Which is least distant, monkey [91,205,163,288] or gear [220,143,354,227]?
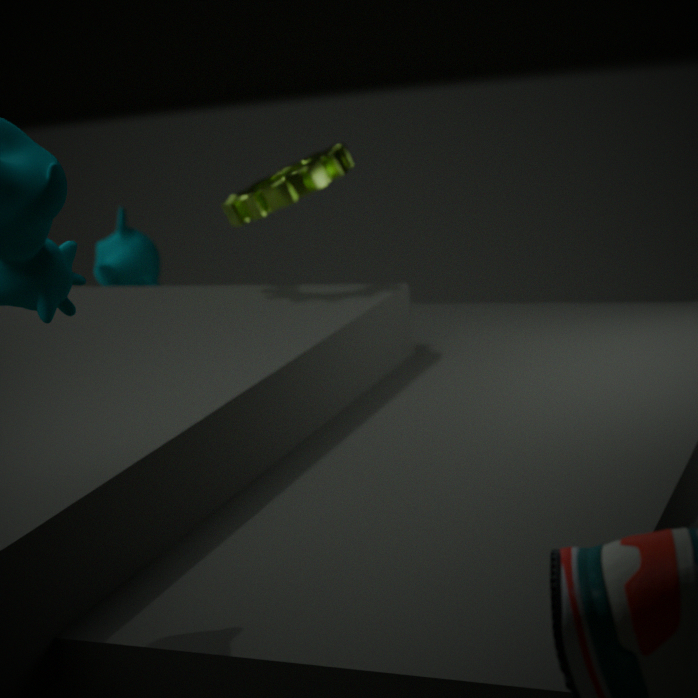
gear [220,143,354,227]
